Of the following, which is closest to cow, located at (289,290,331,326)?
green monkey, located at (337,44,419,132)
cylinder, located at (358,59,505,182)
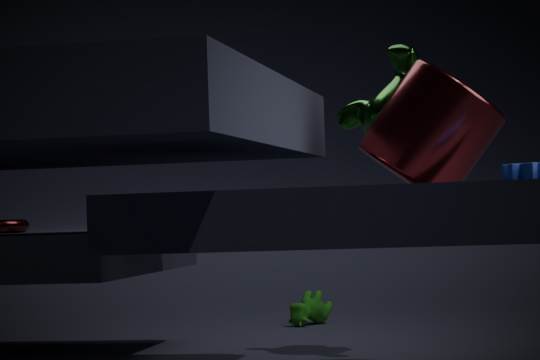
green monkey, located at (337,44,419,132)
